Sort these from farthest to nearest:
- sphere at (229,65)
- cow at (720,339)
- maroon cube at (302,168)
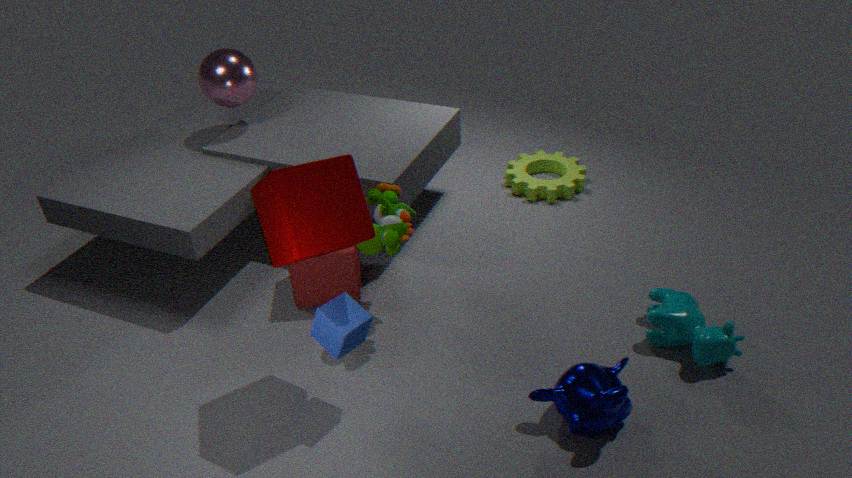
sphere at (229,65) < cow at (720,339) < maroon cube at (302,168)
